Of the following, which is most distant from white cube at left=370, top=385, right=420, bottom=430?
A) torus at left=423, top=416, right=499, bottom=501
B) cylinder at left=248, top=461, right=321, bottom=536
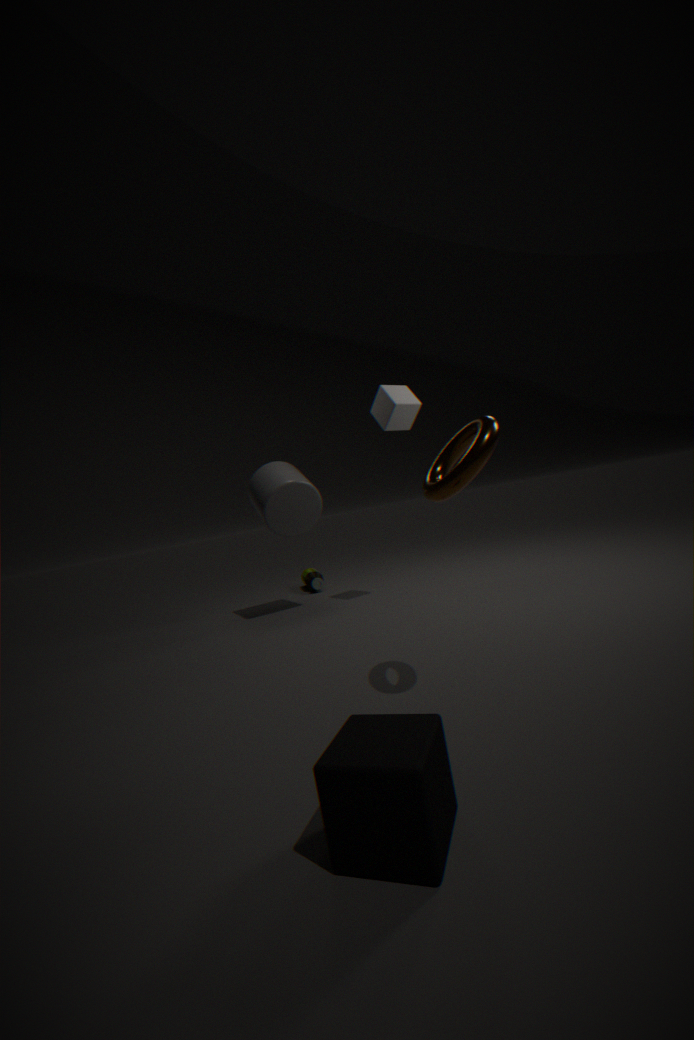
torus at left=423, top=416, right=499, bottom=501
